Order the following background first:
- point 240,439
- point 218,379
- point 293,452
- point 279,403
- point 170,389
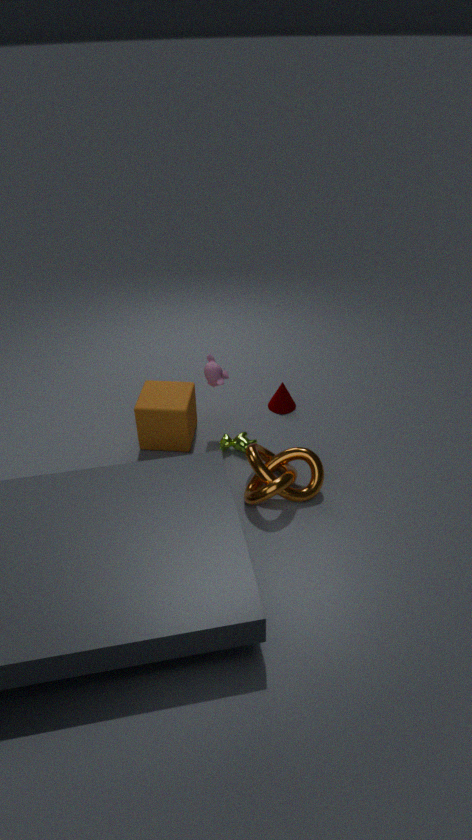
point 279,403 < point 170,389 < point 240,439 < point 218,379 < point 293,452
